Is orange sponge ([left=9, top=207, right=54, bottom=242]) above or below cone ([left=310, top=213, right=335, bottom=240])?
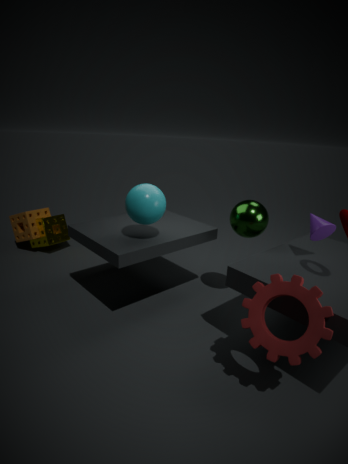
below
